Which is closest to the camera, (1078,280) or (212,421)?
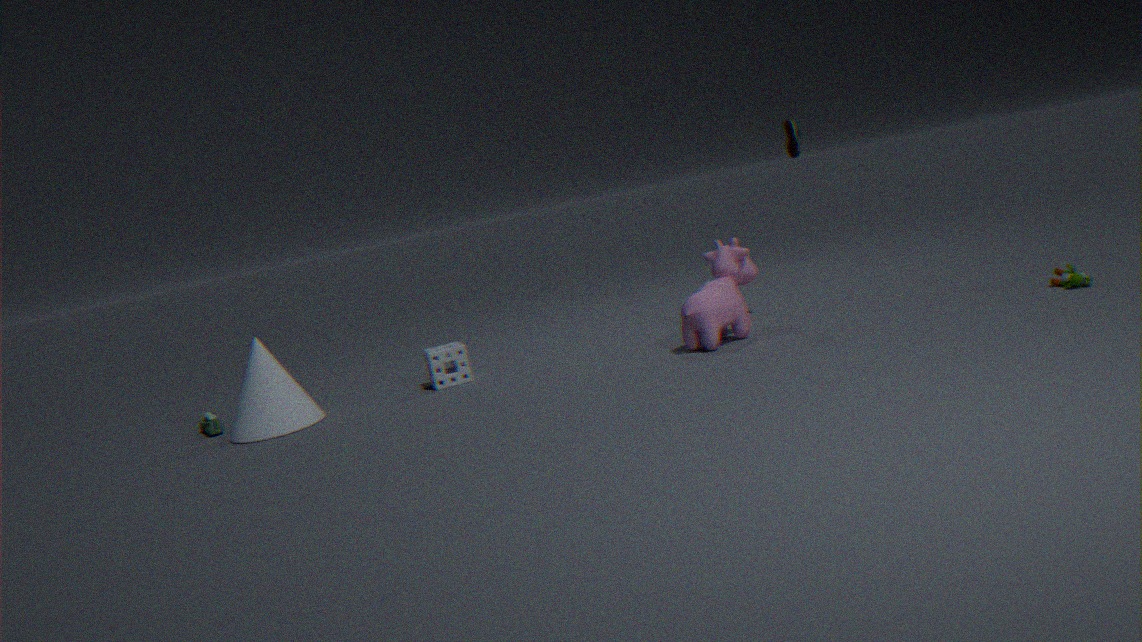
(1078,280)
